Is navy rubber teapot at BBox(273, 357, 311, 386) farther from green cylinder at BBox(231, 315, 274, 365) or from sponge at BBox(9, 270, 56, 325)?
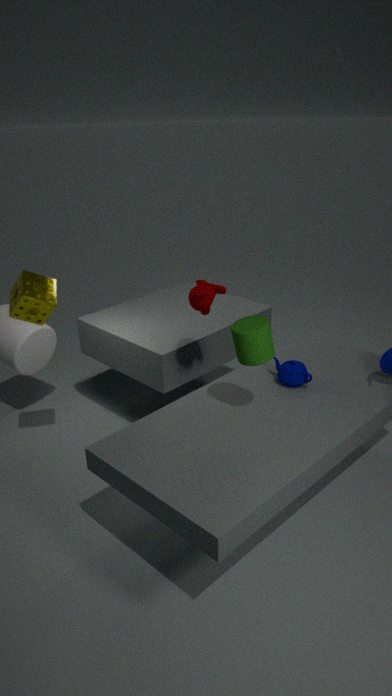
sponge at BBox(9, 270, 56, 325)
